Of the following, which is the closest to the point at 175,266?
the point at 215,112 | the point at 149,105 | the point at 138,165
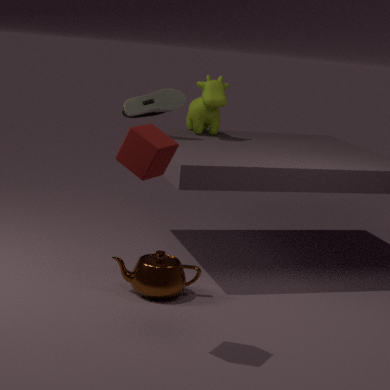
the point at 138,165
